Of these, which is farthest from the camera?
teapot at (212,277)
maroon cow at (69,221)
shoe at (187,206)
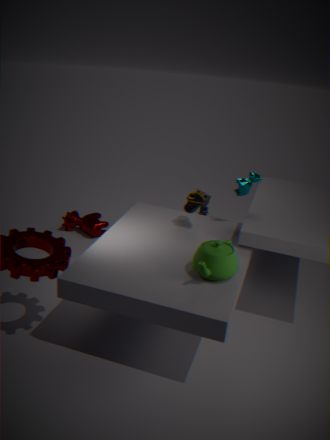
maroon cow at (69,221)
